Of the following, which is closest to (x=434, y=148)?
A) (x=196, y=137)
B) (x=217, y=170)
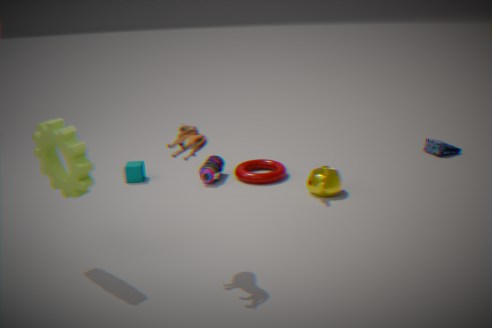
(x=217, y=170)
